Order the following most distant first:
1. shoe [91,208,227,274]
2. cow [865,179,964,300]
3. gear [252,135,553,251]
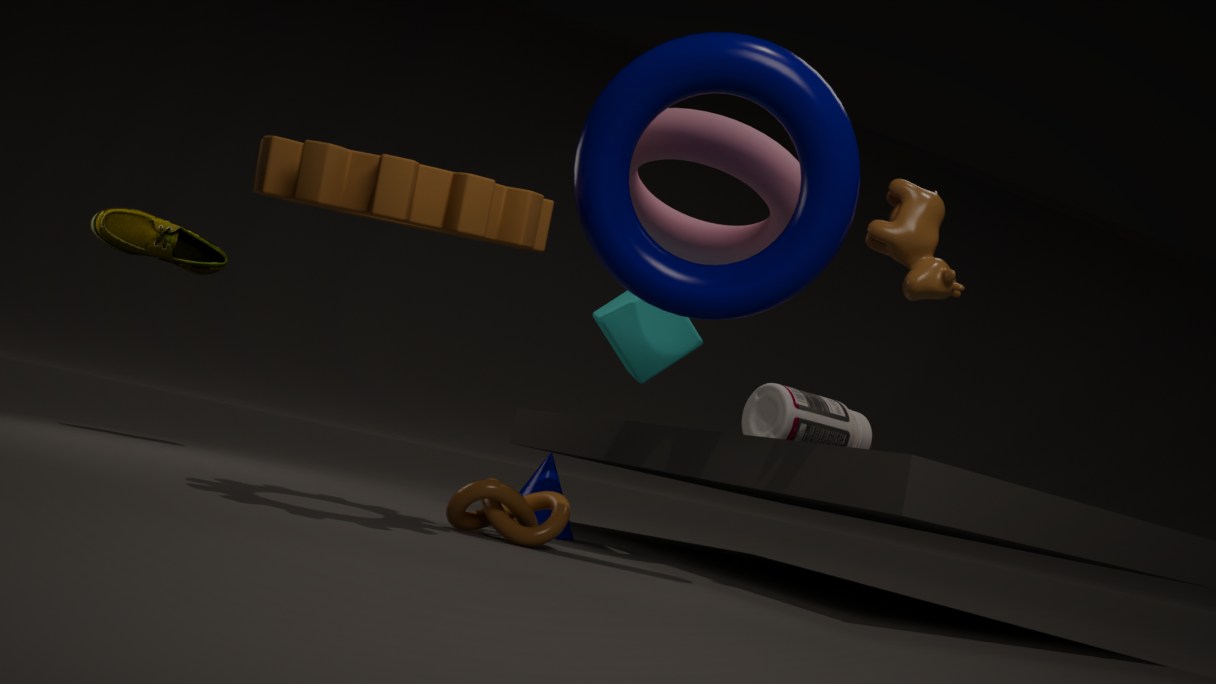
shoe [91,208,227,274] < cow [865,179,964,300] < gear [252,135,553,251]
